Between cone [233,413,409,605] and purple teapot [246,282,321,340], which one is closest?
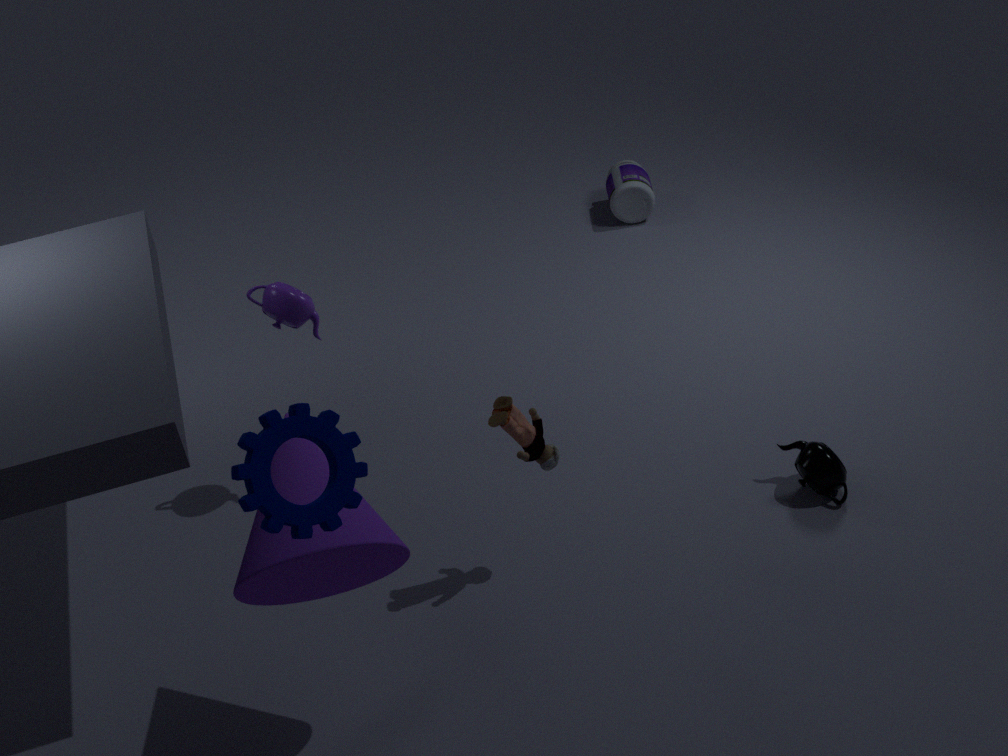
cone [233,413,409,605]
